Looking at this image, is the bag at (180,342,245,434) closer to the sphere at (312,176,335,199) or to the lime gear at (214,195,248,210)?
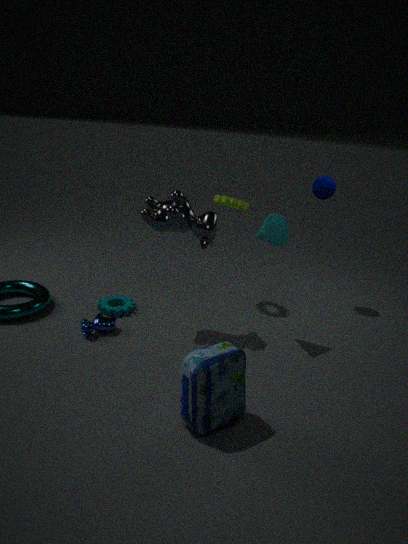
the lime gear at (214,195,248,210)
